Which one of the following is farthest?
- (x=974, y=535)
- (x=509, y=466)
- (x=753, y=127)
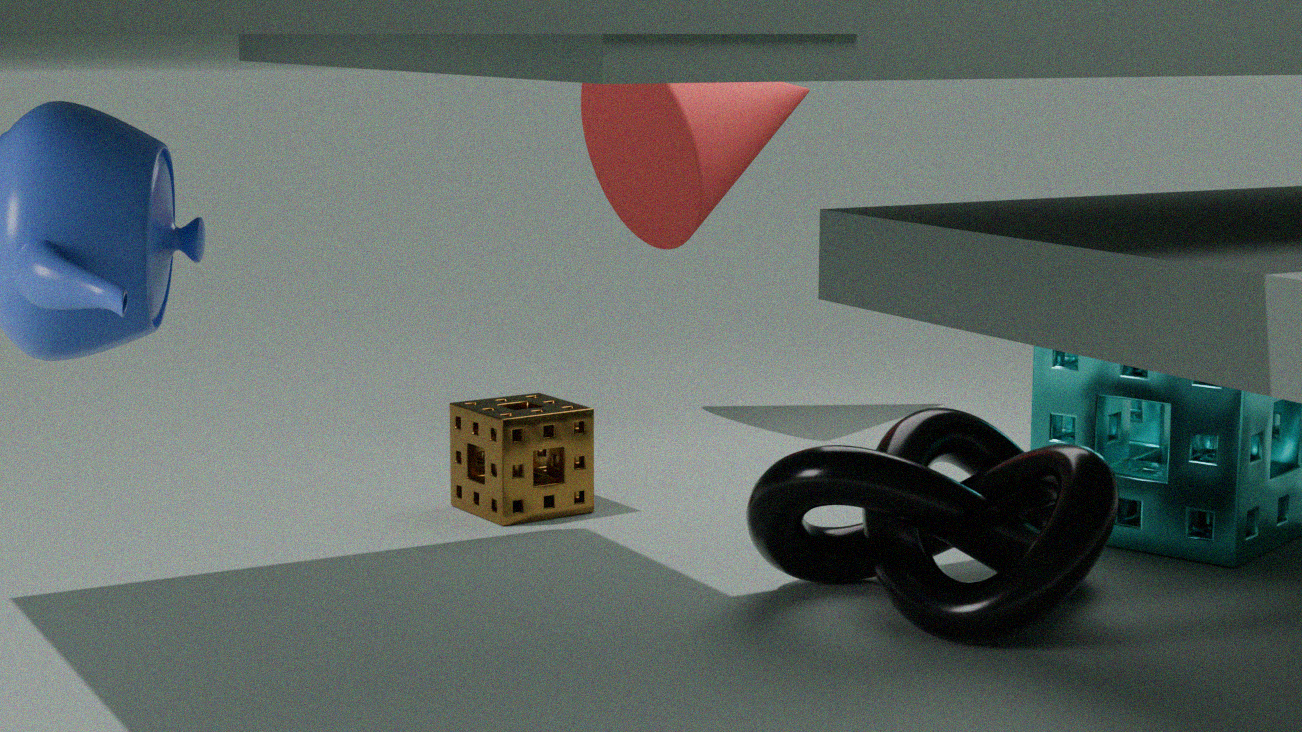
(x=753, y=127)
